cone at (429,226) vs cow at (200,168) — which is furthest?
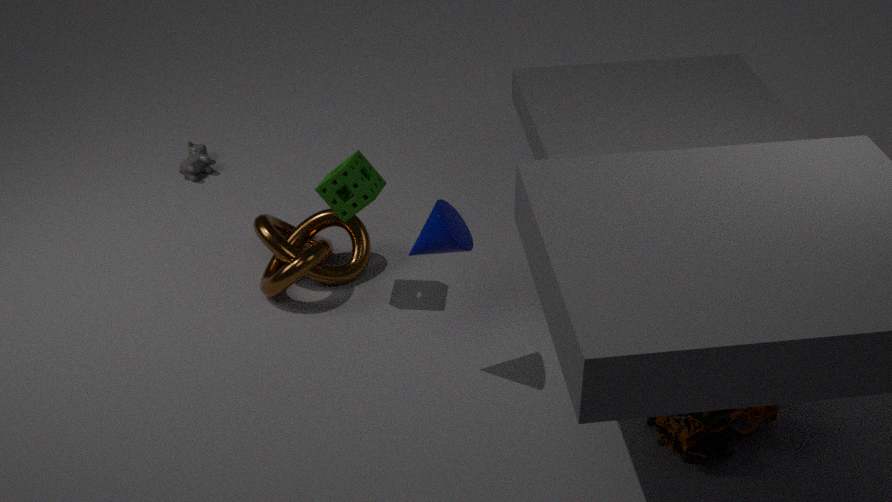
cow at (200,168)
